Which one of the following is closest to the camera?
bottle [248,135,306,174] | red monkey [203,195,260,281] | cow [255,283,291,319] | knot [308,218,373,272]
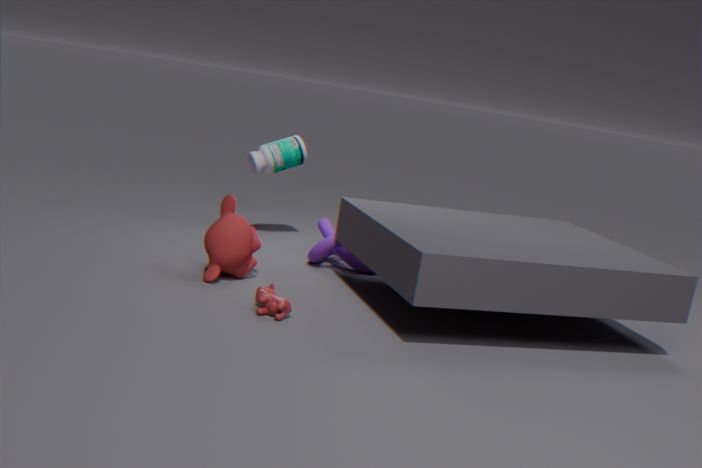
cow [255,283,291,319]
